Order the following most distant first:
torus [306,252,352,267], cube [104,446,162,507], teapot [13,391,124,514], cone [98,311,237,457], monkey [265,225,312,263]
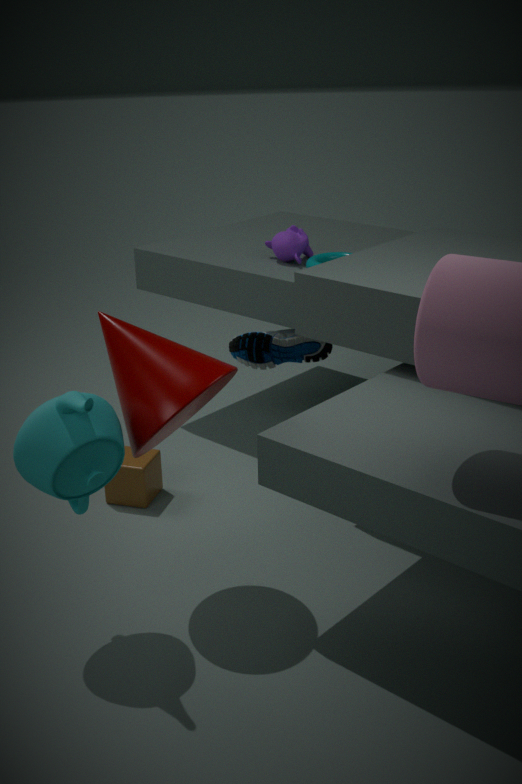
monkey [265,225,312,263] < torus [306,252,352,267] < cube [104,446,162,507] < cone [98,311,237,457] < teapot [13,391,124,514]
